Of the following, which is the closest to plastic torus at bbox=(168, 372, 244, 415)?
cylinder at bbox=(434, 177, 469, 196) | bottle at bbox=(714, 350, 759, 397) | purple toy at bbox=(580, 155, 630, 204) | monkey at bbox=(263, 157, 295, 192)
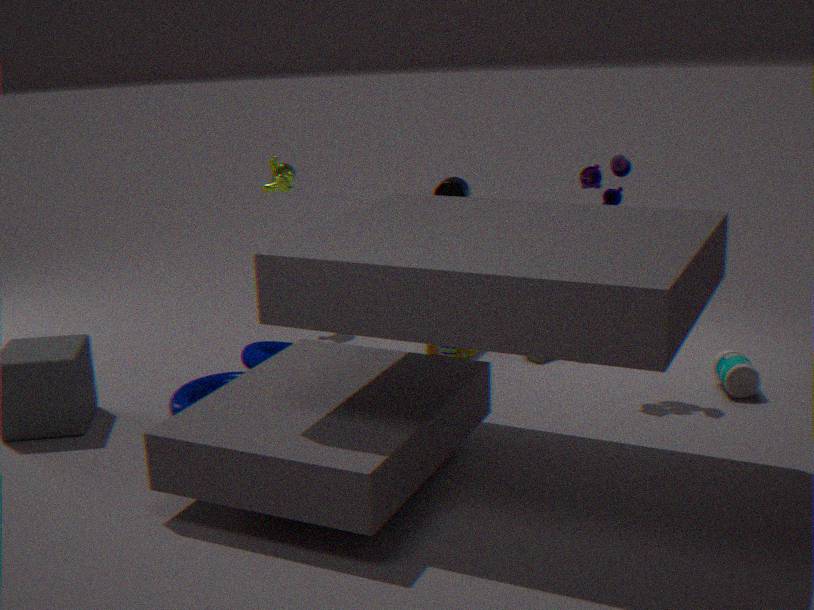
monkey at bbox=(263, 157, 295, 192)
